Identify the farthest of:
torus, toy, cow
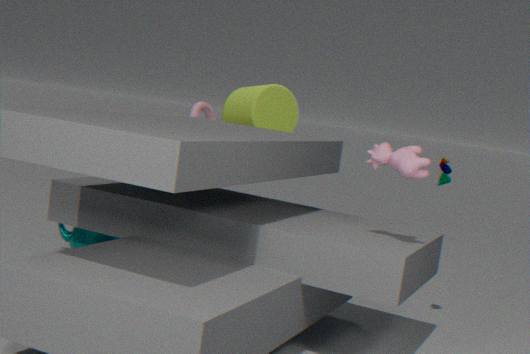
torus
